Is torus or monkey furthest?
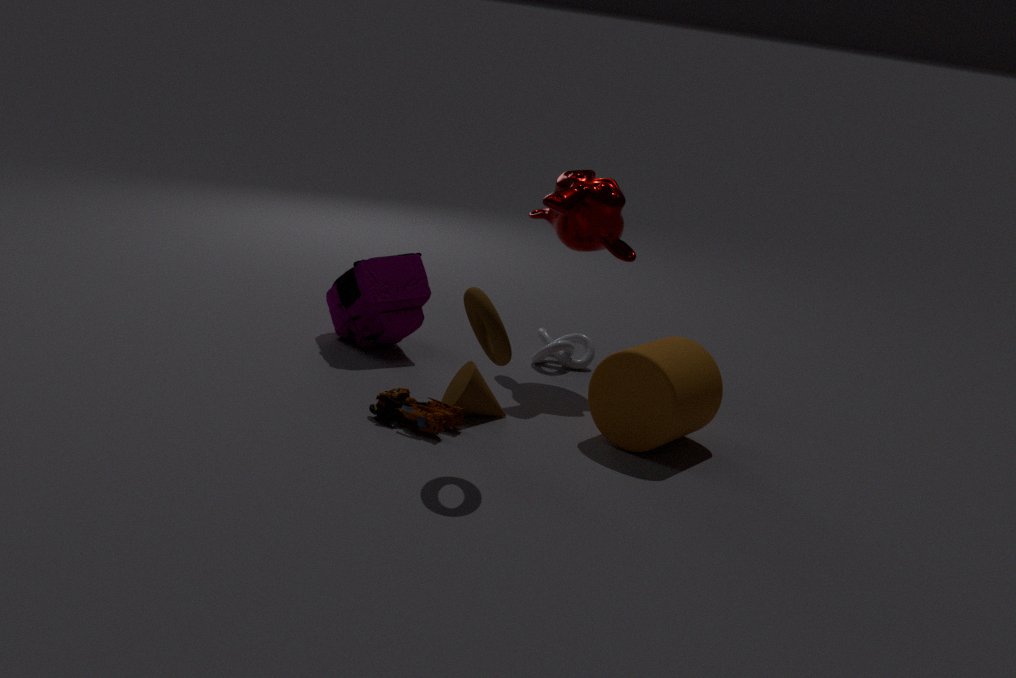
monkey
